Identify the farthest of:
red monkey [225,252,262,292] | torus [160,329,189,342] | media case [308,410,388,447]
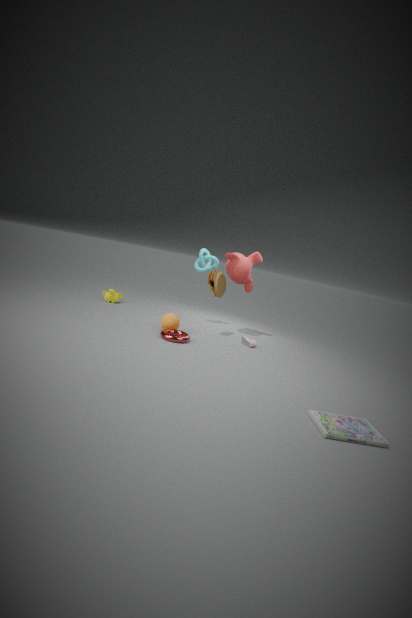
red monkey [225,252,262,292]
